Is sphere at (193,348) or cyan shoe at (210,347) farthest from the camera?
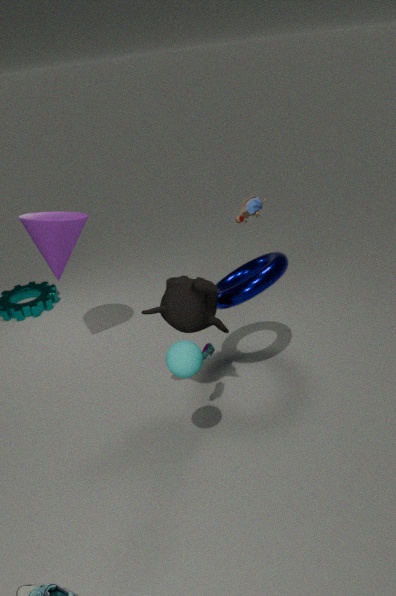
cyan shoe at (210,347)
